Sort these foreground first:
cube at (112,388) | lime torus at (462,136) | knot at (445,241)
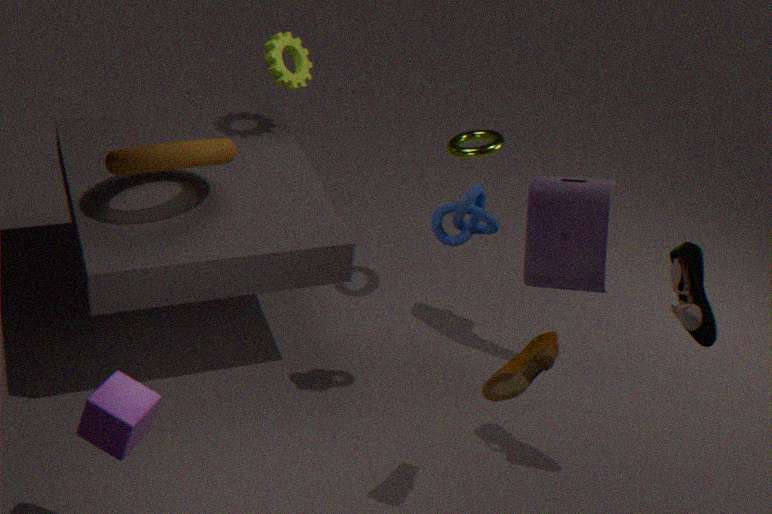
1. cube at (112,388)
2. knot at (445,241)
3. lime torus at (462,136)
